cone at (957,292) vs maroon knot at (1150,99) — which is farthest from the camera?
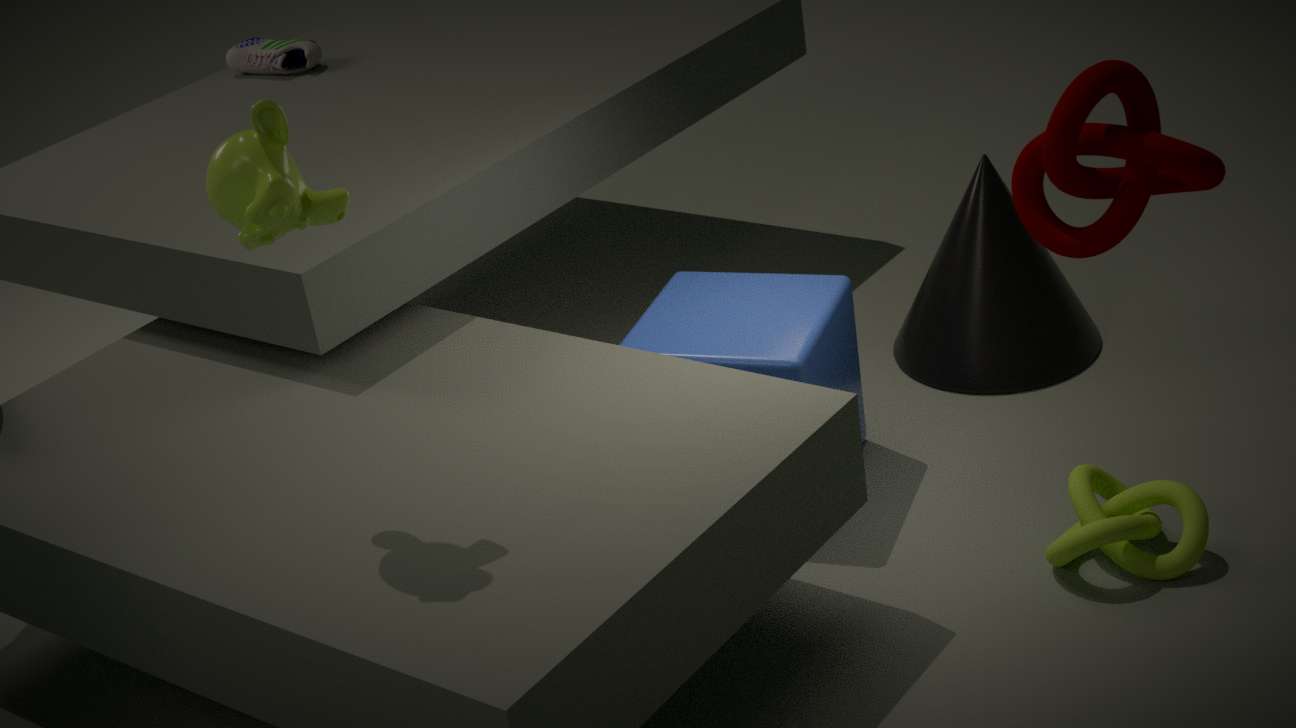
cone at (957,292)
